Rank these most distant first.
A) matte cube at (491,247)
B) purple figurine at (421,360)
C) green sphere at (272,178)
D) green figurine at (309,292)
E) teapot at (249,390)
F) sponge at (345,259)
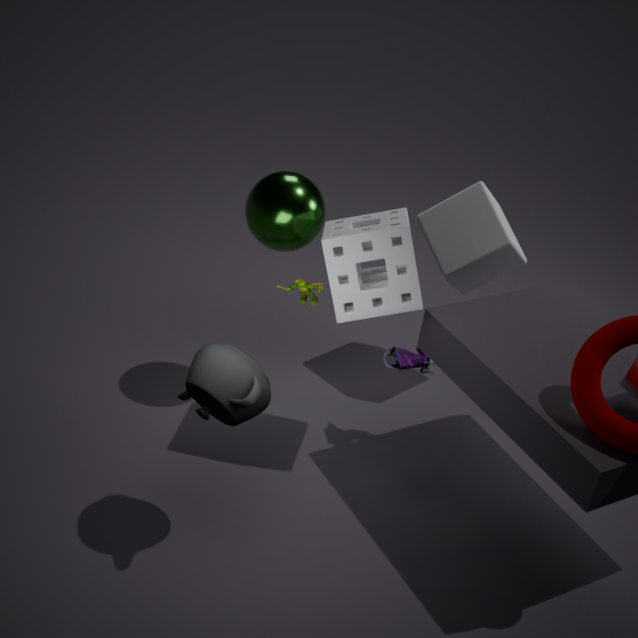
matte cube at (491,247) → purple figurine at (421,360) → green figurine at (309,292) → green sphere at (272,178) → sponge at (345,259) → teapot at (249,390)
